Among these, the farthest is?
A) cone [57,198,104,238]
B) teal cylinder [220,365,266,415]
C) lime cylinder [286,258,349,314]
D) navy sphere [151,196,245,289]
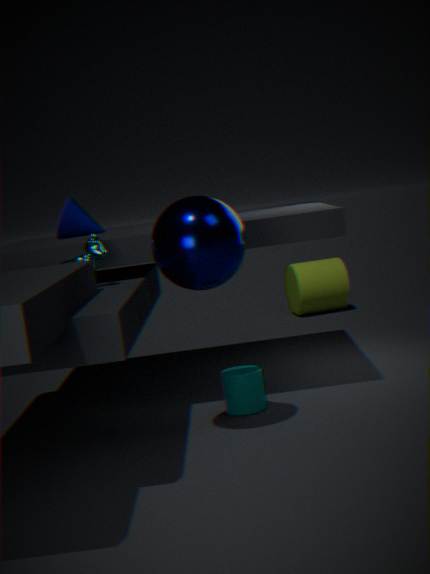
lime cylinder [286,258,349,314]
